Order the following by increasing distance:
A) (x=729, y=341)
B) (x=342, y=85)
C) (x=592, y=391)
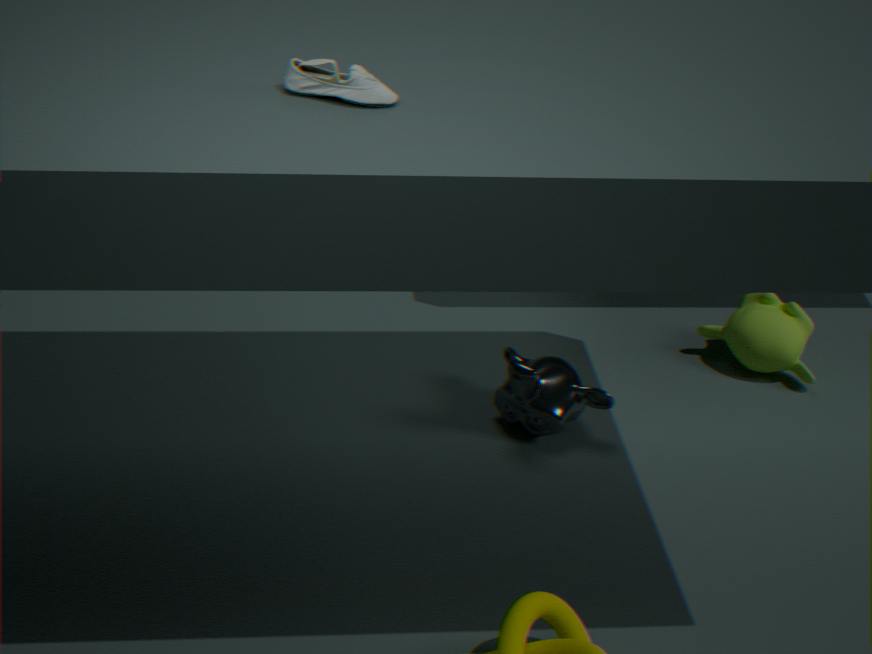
(x=342, y=85), (x=592, y=391), (x=729, y=341)
